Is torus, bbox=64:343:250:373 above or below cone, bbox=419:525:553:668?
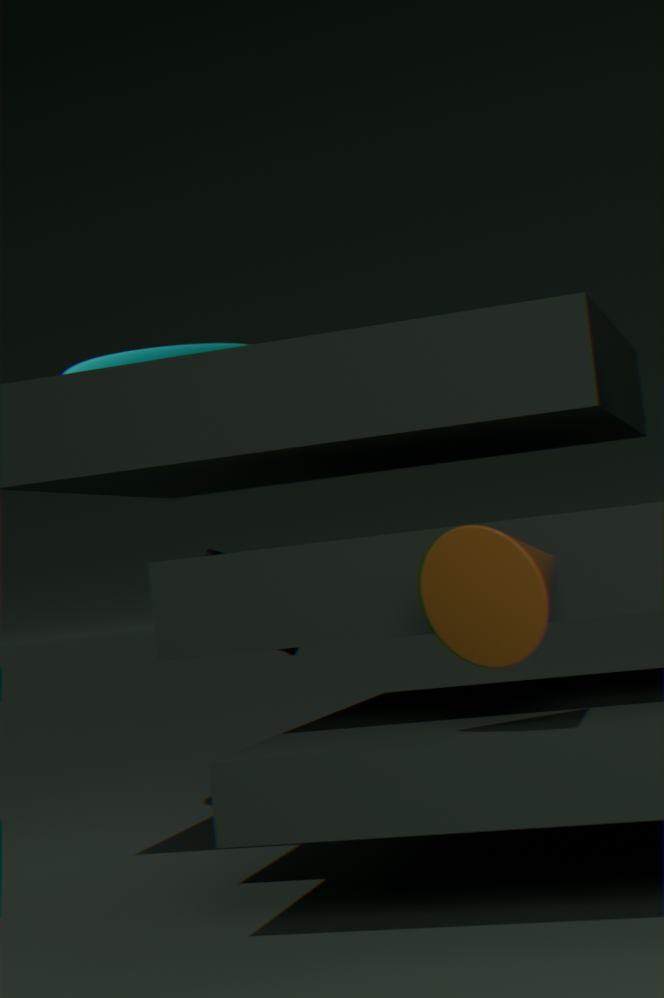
above
